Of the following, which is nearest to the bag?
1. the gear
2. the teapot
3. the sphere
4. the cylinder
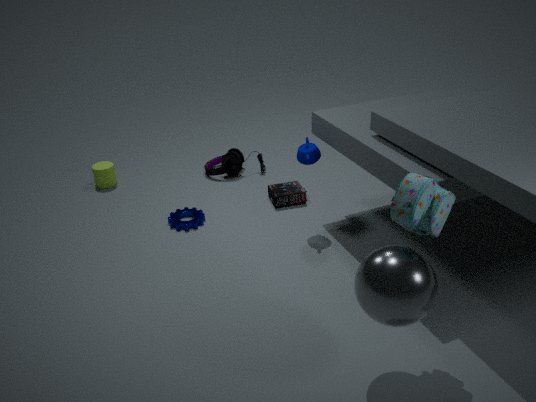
the sphere
